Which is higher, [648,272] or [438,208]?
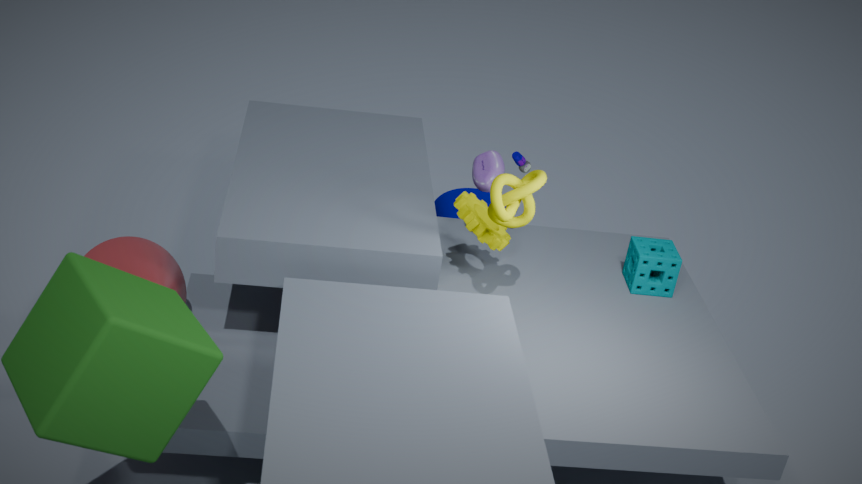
[648,272]
